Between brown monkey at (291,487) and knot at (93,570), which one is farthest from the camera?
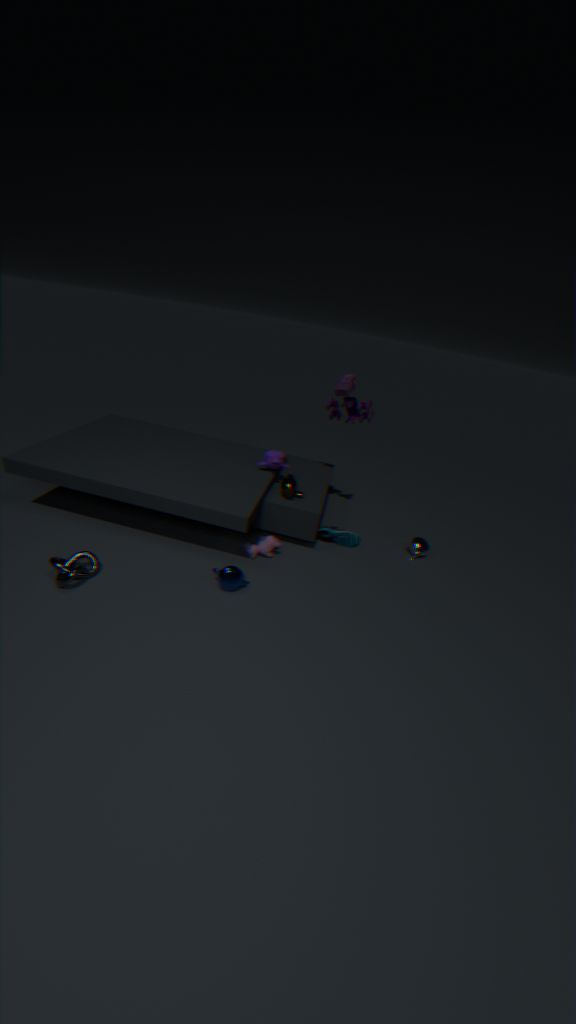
brown monkey at (291,487)
